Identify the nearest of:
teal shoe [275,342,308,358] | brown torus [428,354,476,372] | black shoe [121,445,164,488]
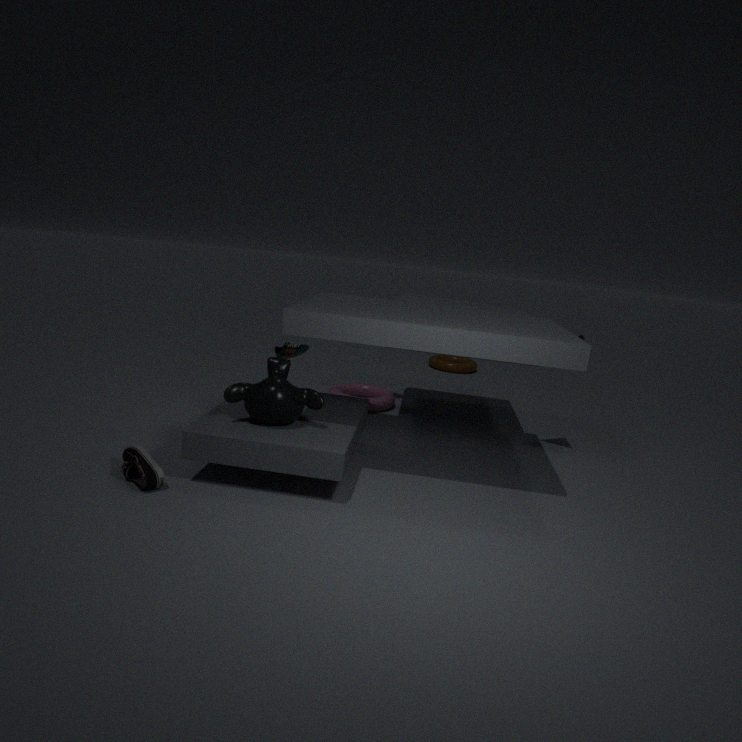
black shoe [121,445,164,488]
